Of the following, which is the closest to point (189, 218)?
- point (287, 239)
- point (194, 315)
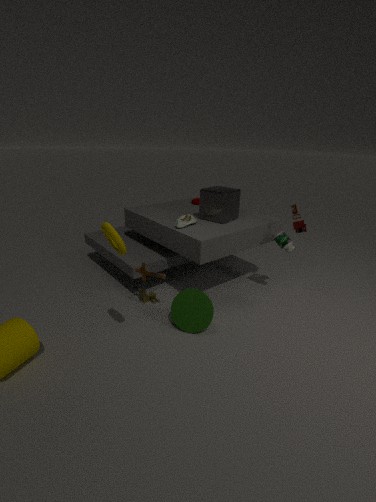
point (194, 315)
